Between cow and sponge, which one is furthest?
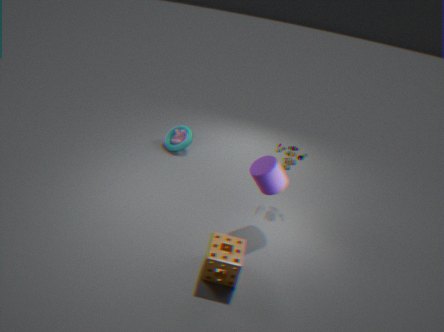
cow
